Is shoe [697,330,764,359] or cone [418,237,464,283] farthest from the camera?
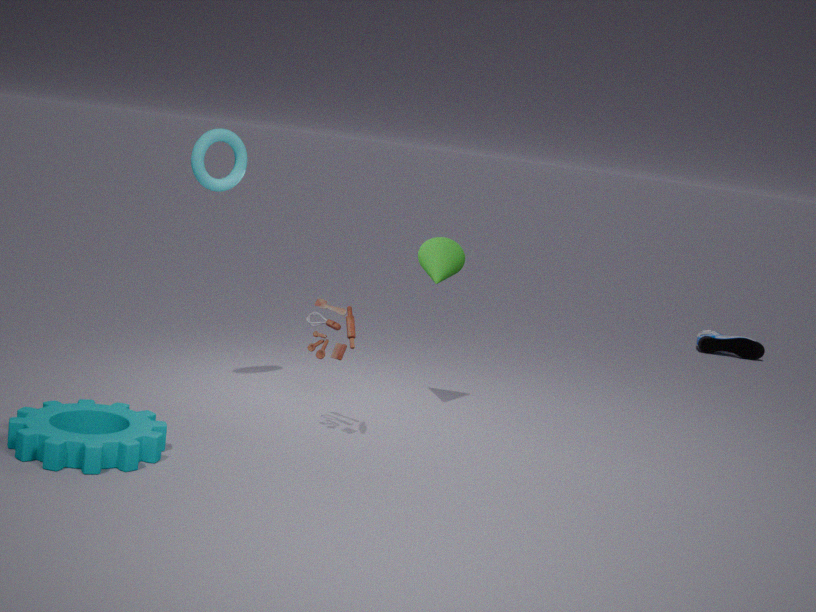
shoe [697,330,764,359]
